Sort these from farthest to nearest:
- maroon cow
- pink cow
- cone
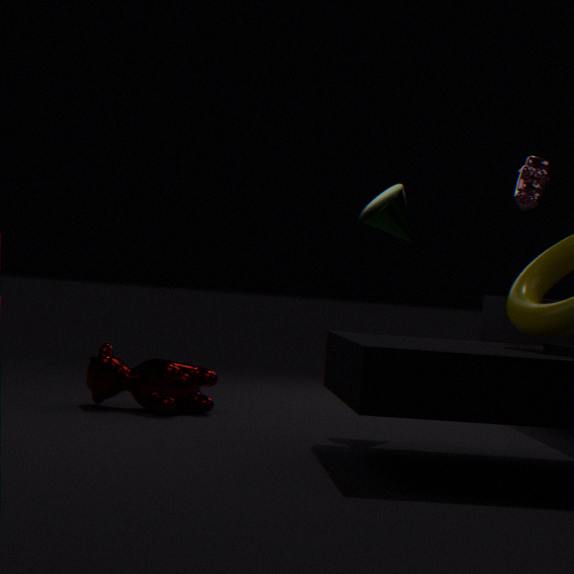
cone
maroon cow
pink cow
